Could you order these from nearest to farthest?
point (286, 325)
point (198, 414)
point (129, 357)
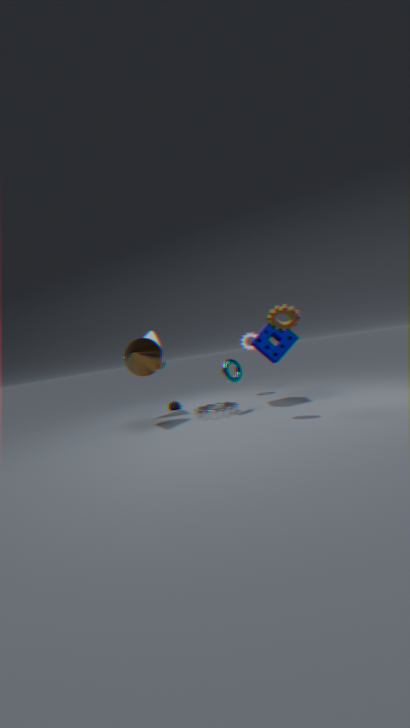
point (286, 325) < point (129, 357) < point (198, 414)
